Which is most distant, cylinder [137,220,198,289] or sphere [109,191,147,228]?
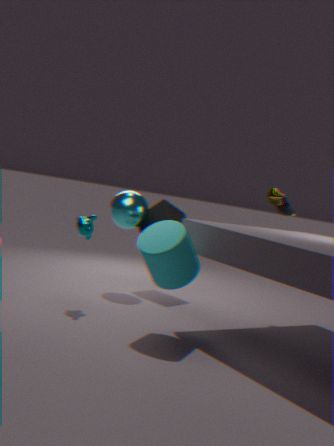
sphere [109,191,147,228]
